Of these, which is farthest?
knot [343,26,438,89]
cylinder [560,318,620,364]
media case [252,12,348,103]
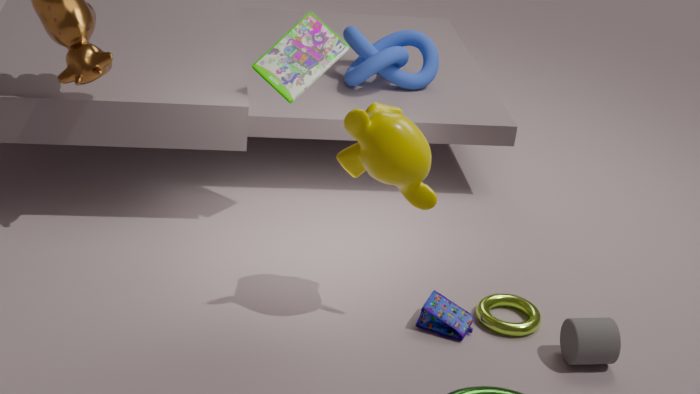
knot [343,26,438,89]
